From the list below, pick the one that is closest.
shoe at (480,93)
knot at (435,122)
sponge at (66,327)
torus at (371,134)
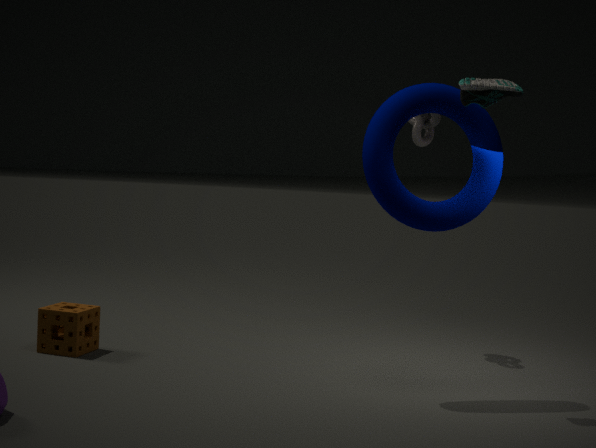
shoe at (480,93)
